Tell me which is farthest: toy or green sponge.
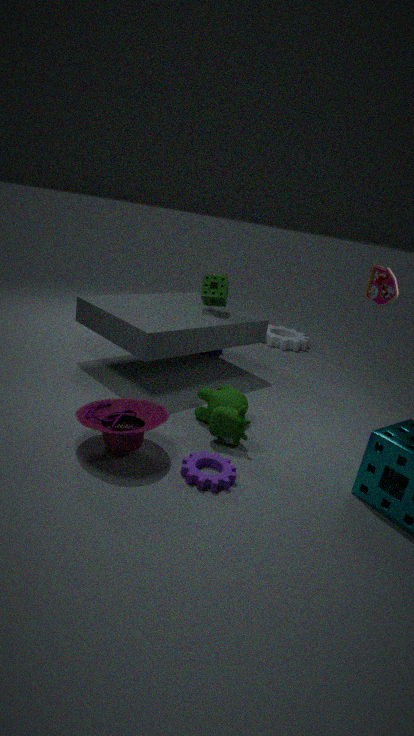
green sponge
